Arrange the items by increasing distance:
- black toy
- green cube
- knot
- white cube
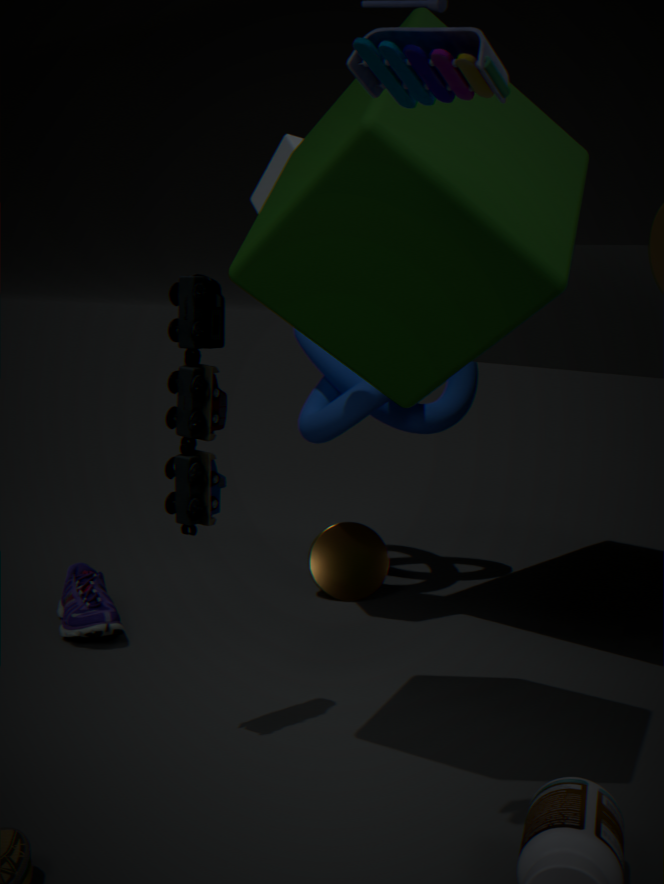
green cube, black toy, white cube, knot
